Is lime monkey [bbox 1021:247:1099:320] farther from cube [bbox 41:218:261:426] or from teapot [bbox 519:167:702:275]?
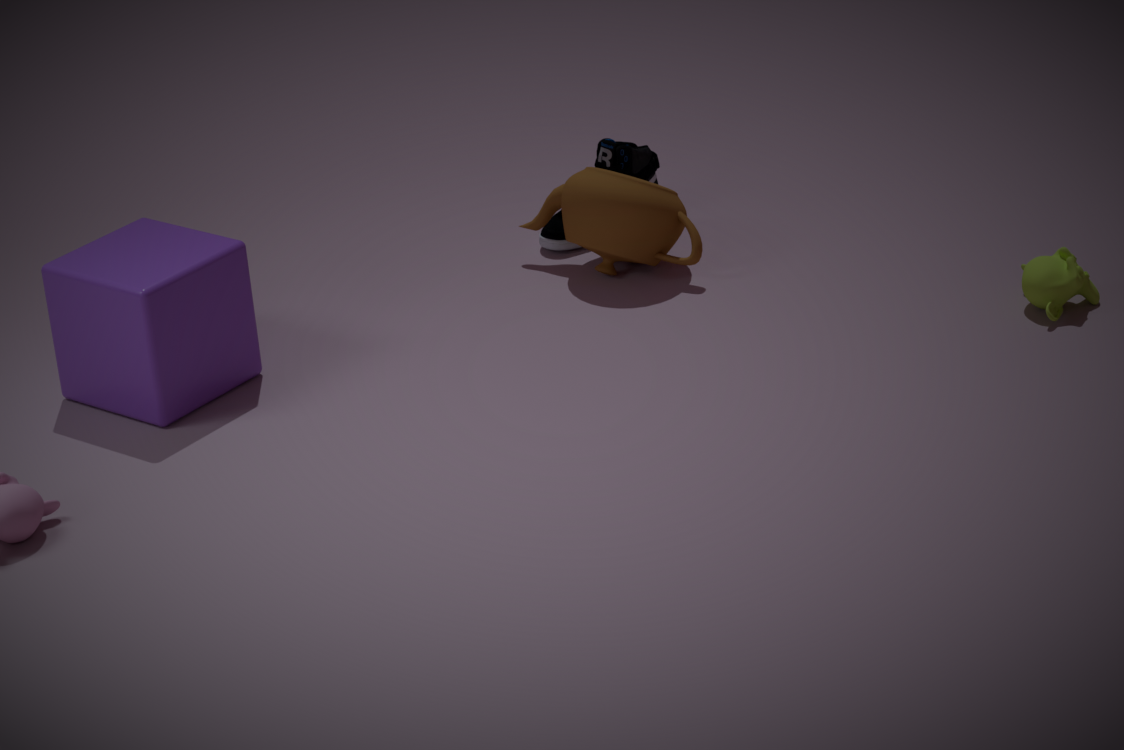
cube [bbox 41:218:261:426]
